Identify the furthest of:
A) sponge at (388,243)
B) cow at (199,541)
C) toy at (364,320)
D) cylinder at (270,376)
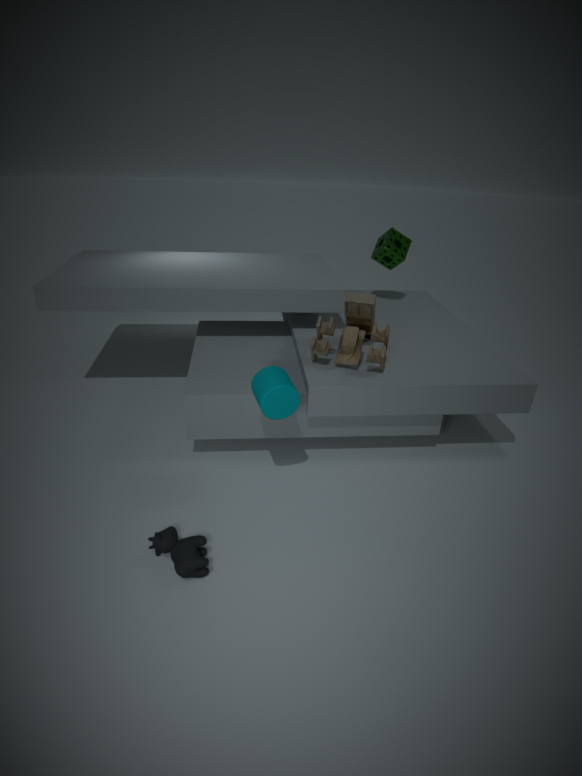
sponge at (388,243)
